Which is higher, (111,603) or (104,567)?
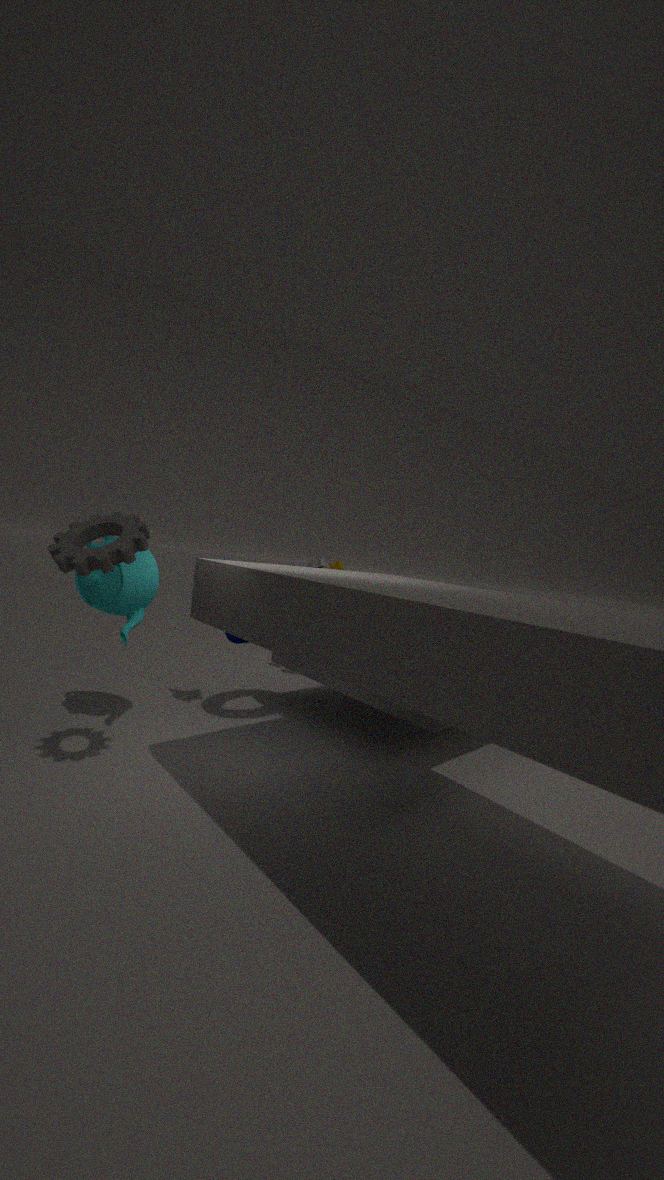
(104,567)
